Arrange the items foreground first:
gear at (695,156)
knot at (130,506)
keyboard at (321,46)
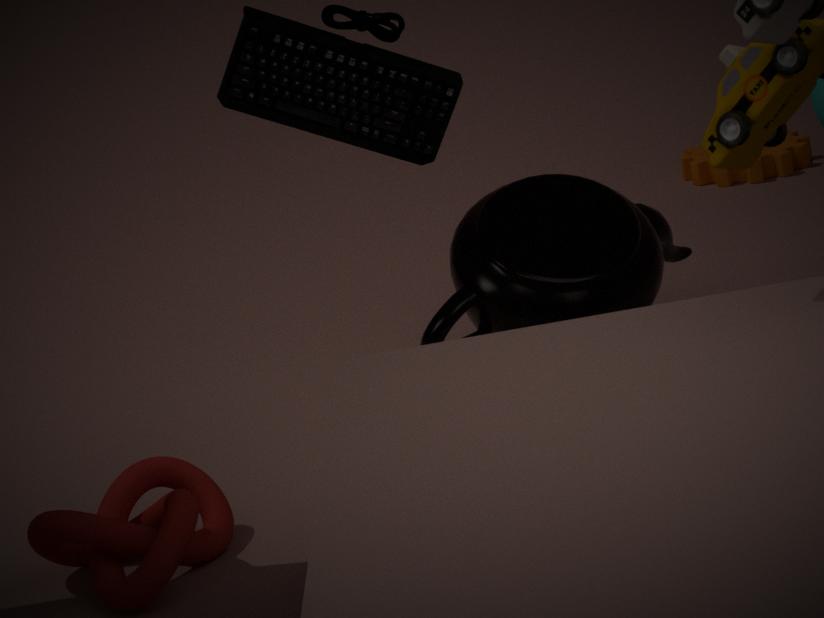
knot at (130,506)
keyboard at (321,46)
gear at (695,156)
